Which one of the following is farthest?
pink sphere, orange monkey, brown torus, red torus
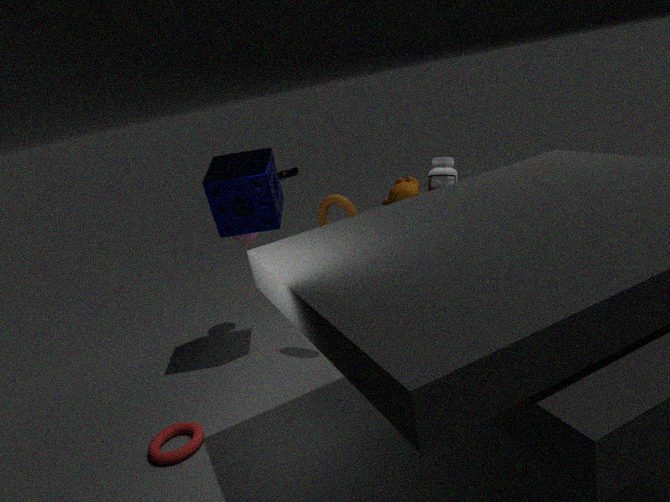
orange monkey
